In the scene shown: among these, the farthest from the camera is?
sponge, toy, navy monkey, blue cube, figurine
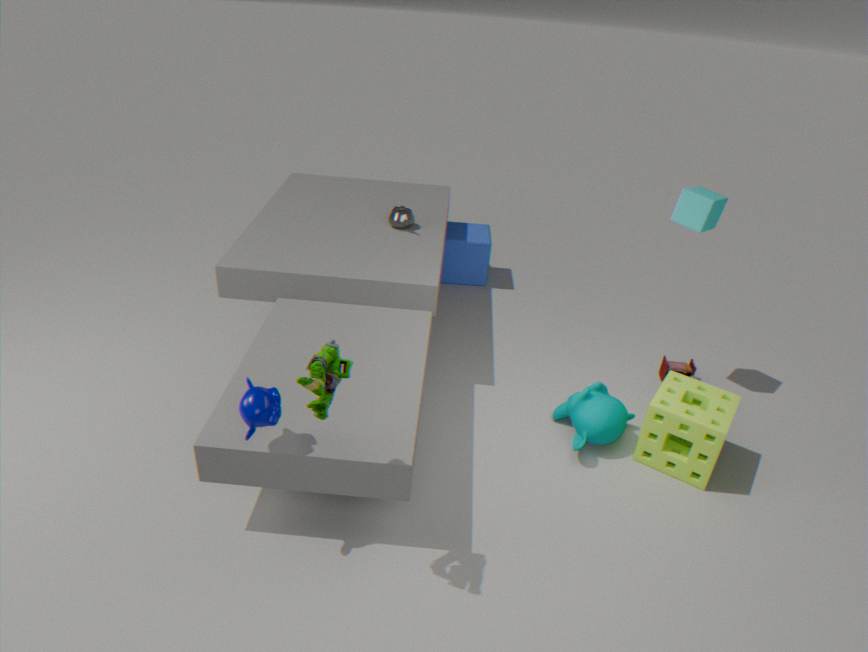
blue cube
